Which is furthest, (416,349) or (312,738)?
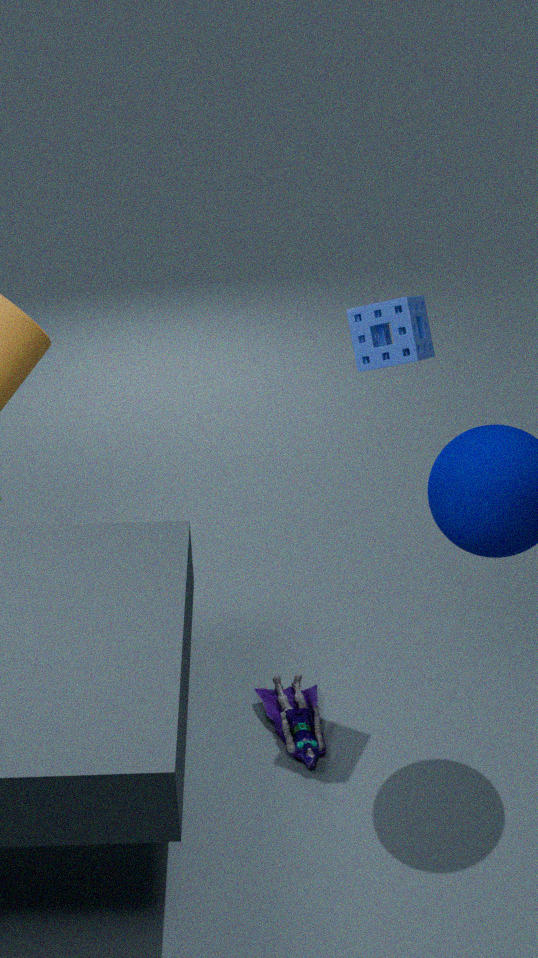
(312,738)
